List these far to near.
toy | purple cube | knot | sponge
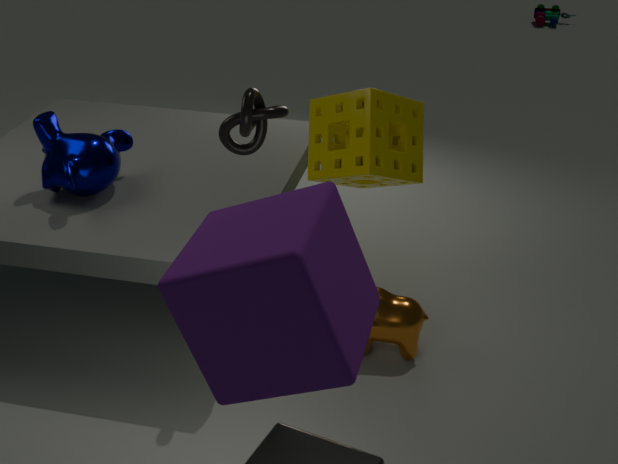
1. toy
2. sponge
3. knot
4. purple cube
